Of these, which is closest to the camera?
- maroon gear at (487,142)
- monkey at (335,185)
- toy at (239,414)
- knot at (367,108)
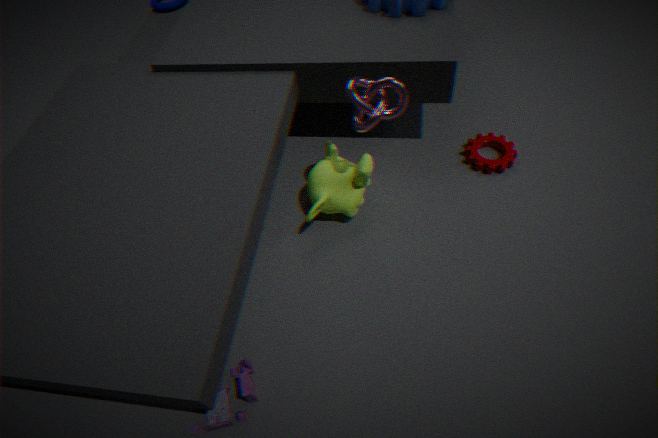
toy at (239,414)
